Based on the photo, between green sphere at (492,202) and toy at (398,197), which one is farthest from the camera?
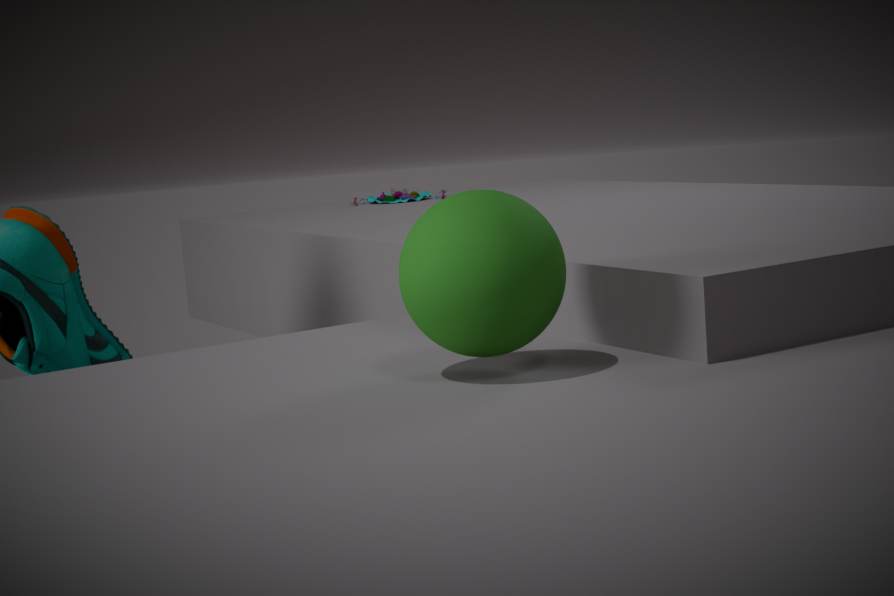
toy at (398,197)
